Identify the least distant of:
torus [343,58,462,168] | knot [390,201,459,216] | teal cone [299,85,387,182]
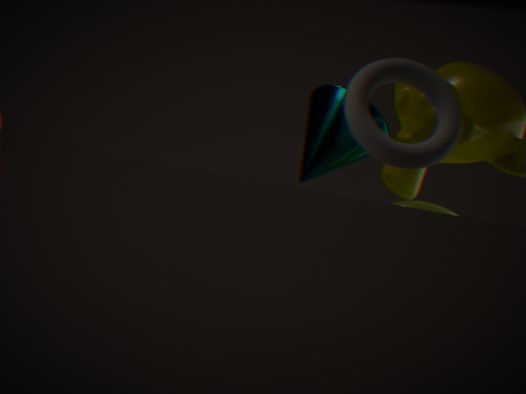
torus [343,58,462,168]
